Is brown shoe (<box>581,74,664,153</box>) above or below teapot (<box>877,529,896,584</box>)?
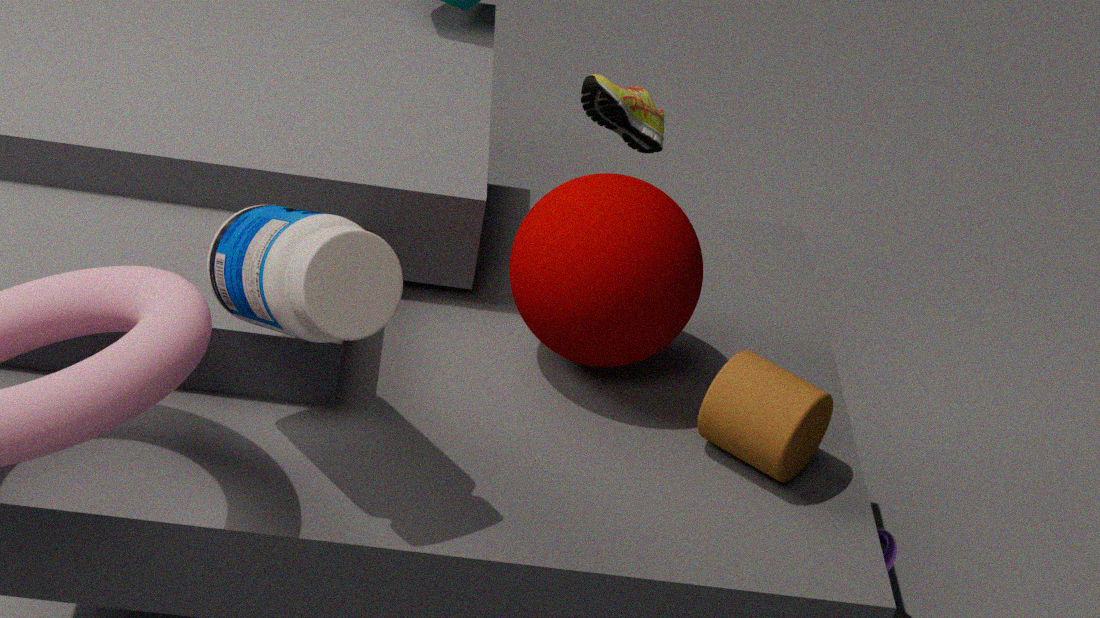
above
